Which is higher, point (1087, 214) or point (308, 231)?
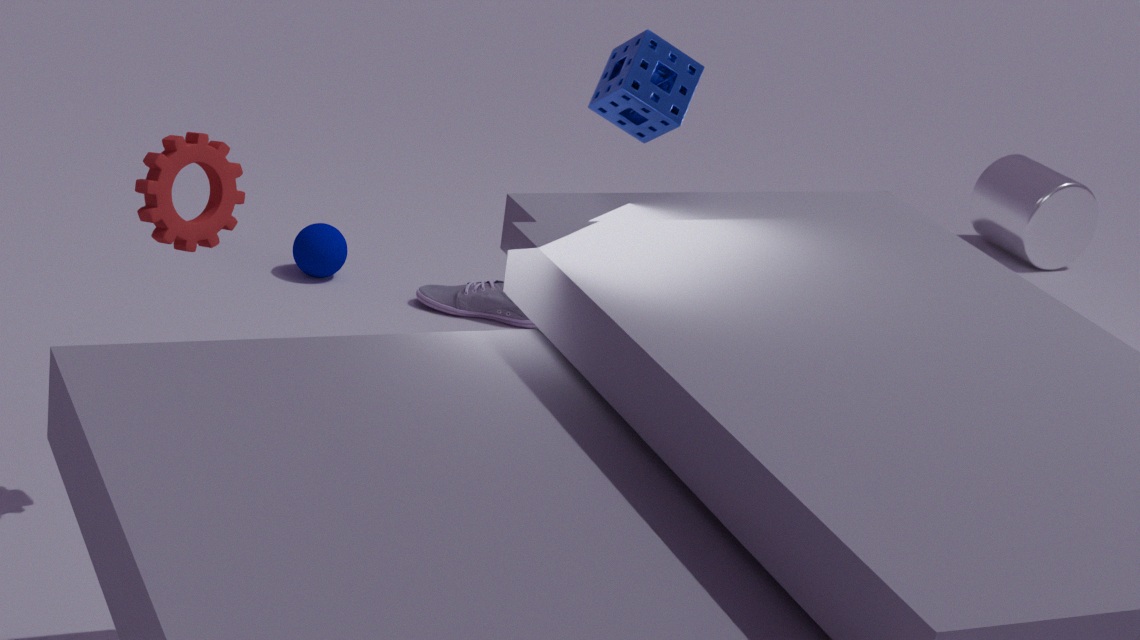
point (1087, 214)
